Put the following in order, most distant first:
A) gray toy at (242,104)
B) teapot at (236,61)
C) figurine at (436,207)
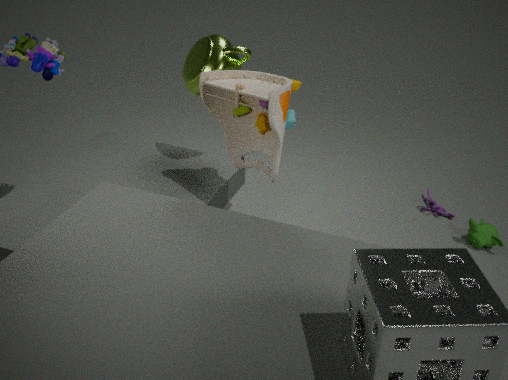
figurine at (436,207)
teapot at (236,61)
gray toy at (242,104)
